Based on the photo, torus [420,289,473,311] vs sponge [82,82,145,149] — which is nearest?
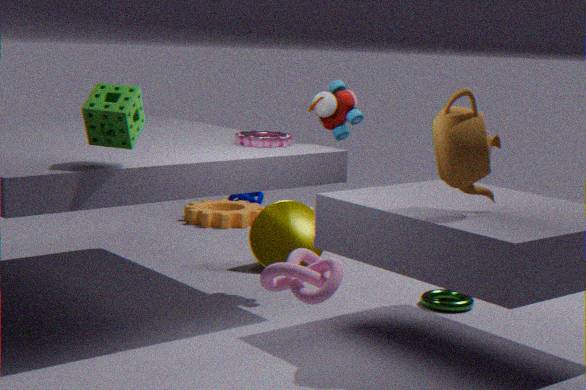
sponge [82,82,145,149]
